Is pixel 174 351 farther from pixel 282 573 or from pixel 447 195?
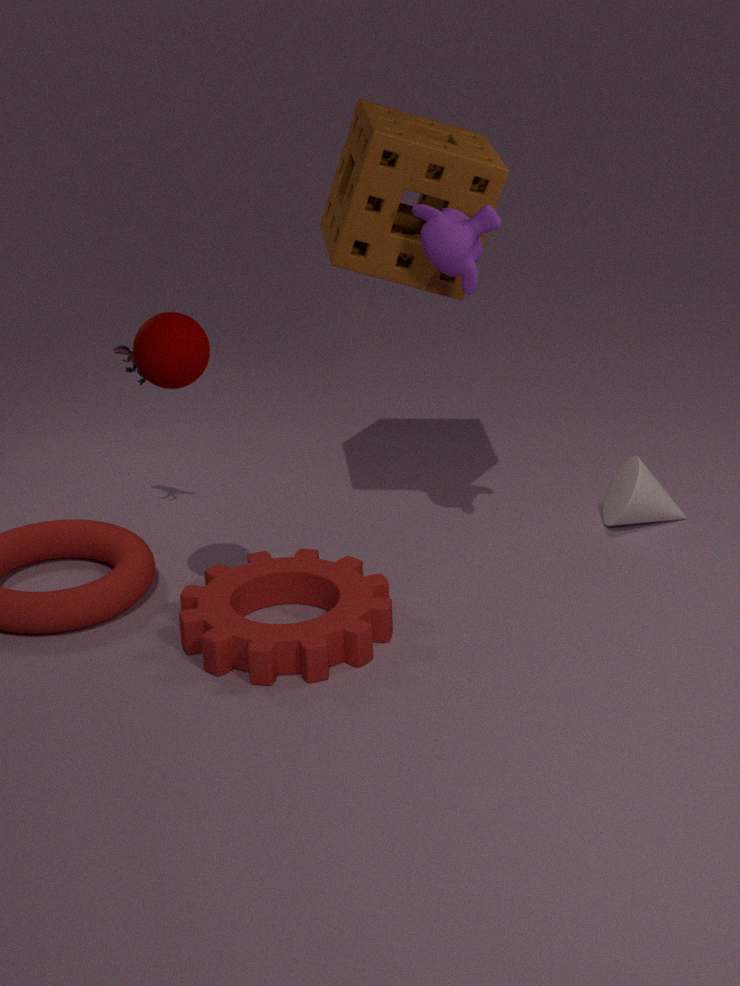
pixel 447 195
